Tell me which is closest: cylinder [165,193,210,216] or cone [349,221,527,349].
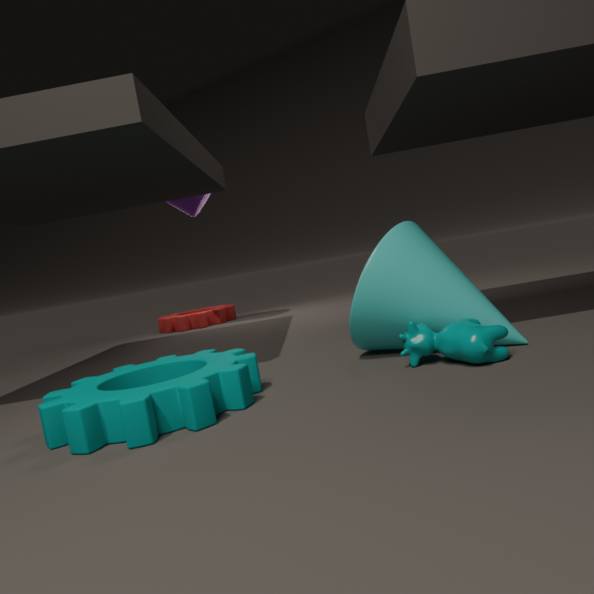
cone [349,221,527,349]
